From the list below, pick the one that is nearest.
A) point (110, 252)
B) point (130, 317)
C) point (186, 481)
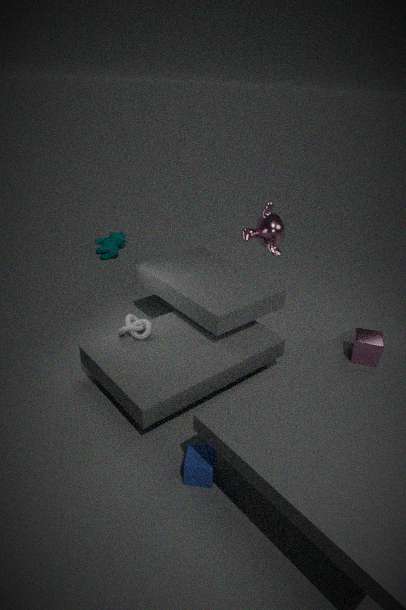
point (186, 481)
